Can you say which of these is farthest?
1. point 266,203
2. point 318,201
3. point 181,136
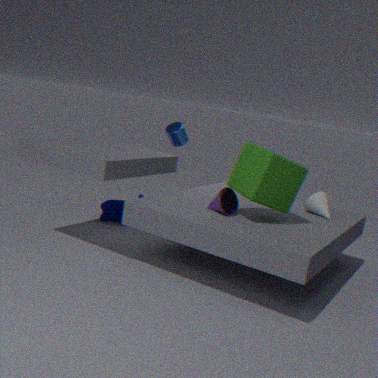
point 181,136
